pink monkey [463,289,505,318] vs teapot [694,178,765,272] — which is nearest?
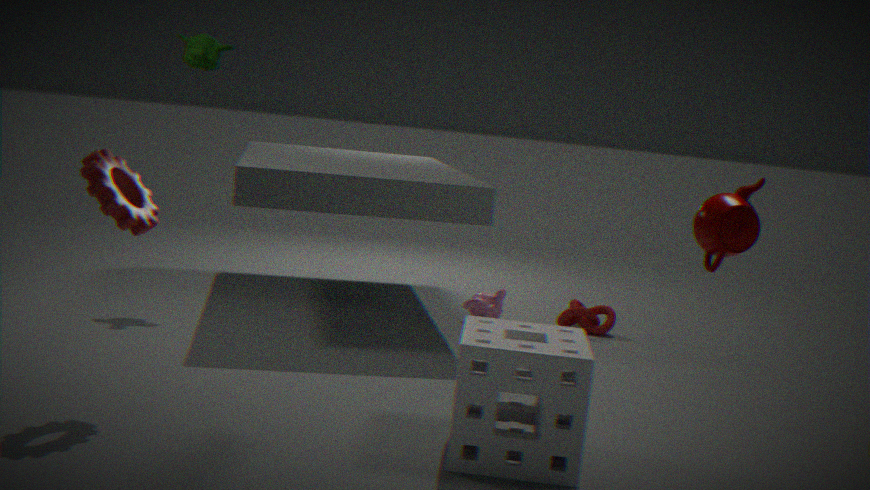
teapot [694,178,765,272]
